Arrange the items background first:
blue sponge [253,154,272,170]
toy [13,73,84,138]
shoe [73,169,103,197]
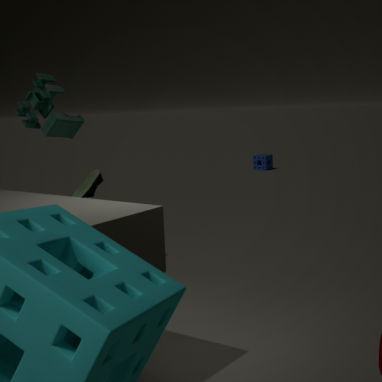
blue sponge [253,154,272,170], toy [13,73,84,138], shoe [73,169,103,197]
